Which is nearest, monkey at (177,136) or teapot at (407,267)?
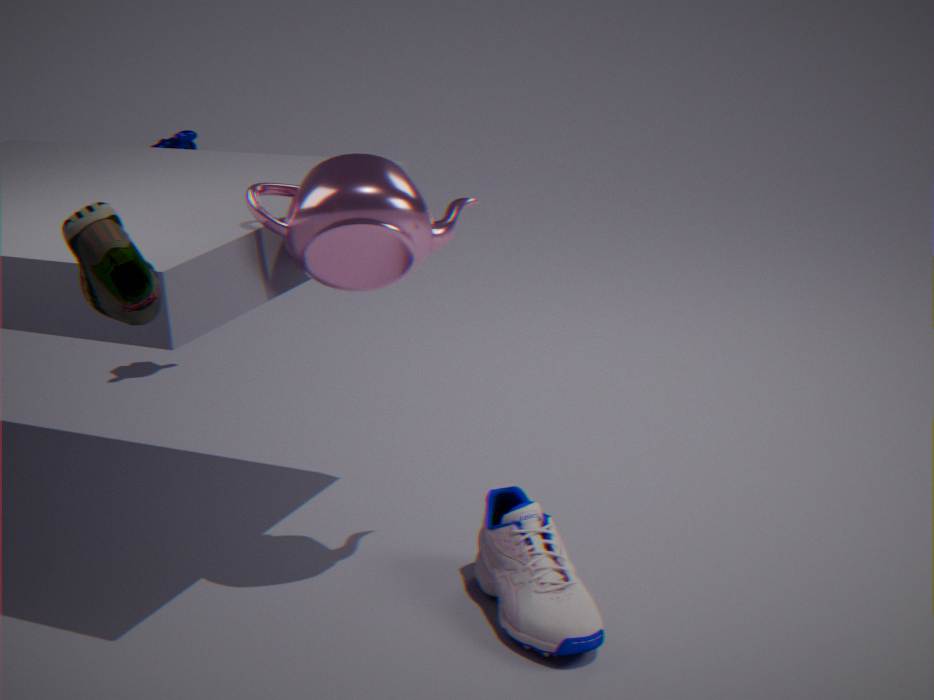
teapot at (407,267)
